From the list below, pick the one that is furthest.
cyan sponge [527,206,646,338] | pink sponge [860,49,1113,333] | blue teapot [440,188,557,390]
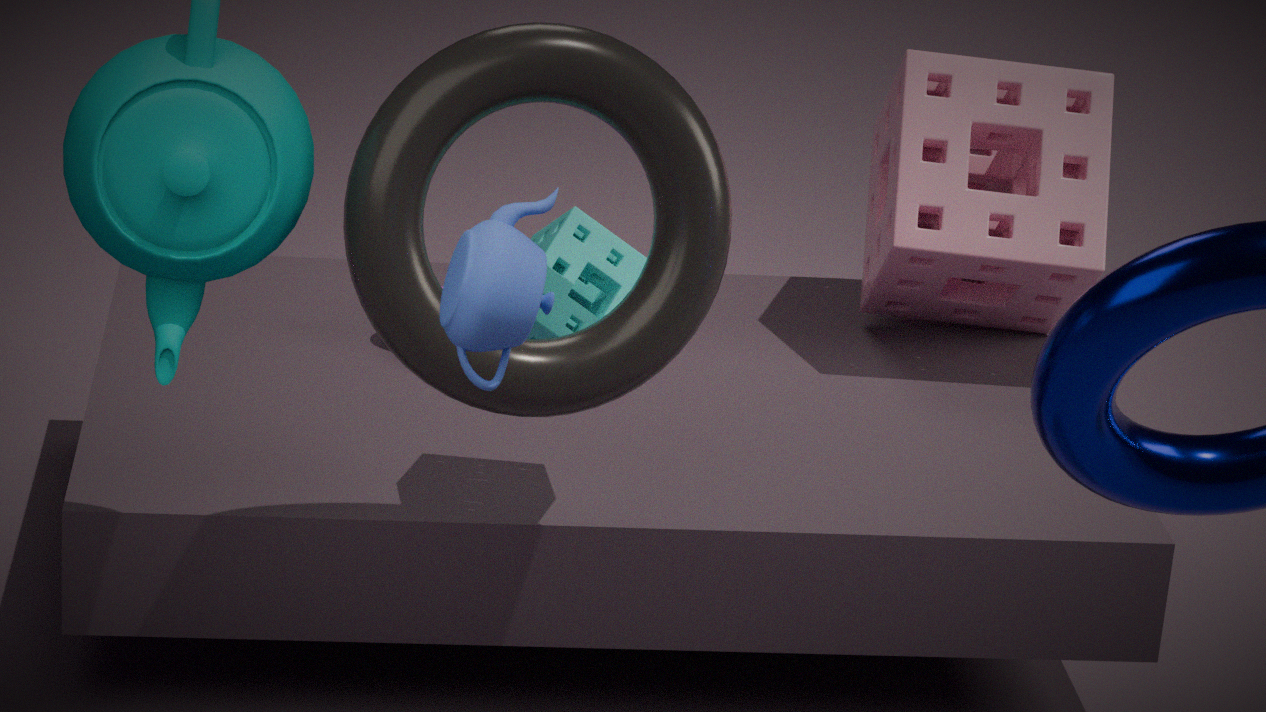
pink sponge [860,49,1113,333]
